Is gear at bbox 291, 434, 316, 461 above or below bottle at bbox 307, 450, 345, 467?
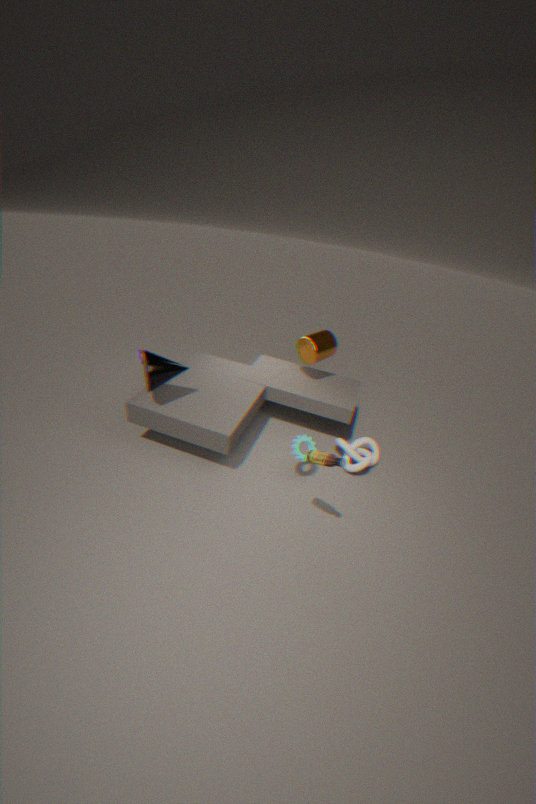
below
